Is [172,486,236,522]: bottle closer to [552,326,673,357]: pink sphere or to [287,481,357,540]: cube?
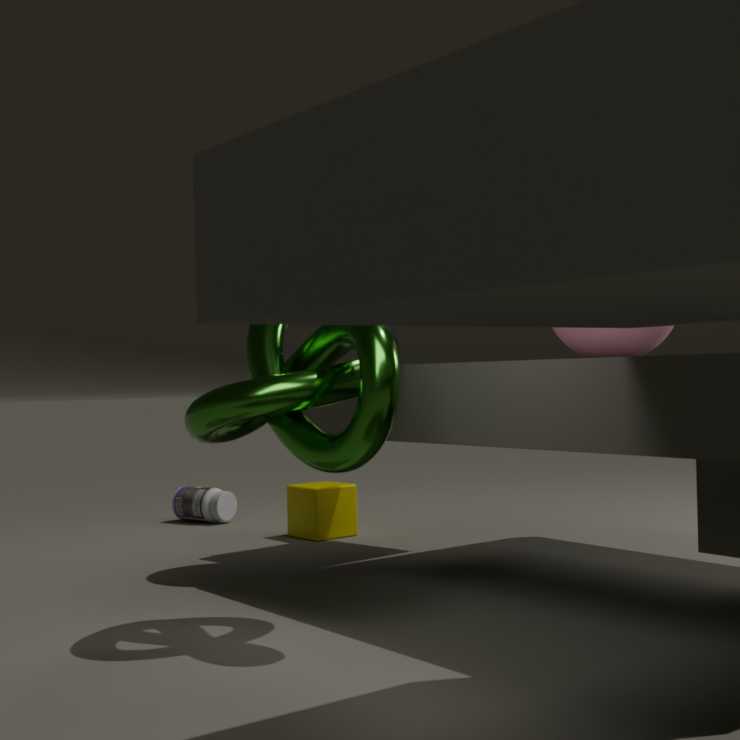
[287,481,357,540]: cube
